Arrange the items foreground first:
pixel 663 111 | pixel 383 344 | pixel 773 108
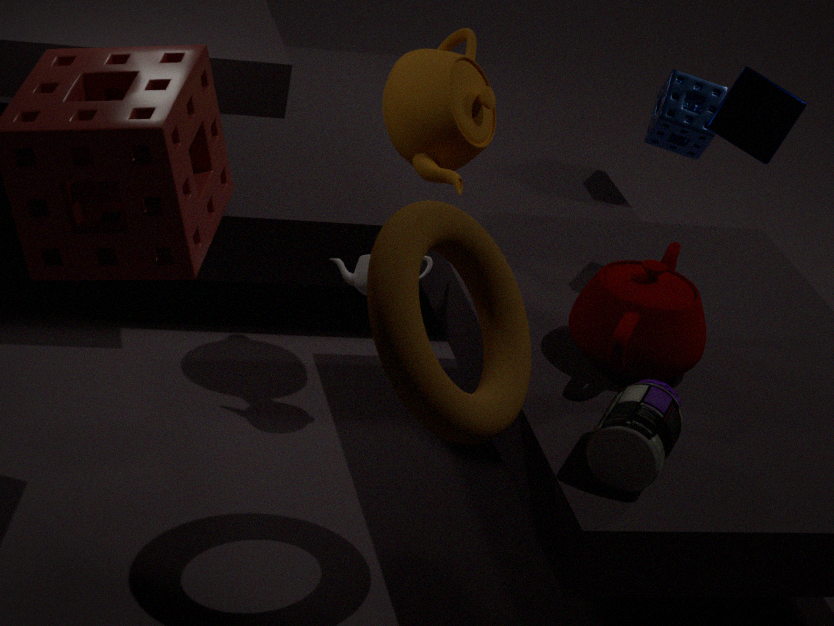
pixel 383 344
pixel 773 108
pixel 663 111
